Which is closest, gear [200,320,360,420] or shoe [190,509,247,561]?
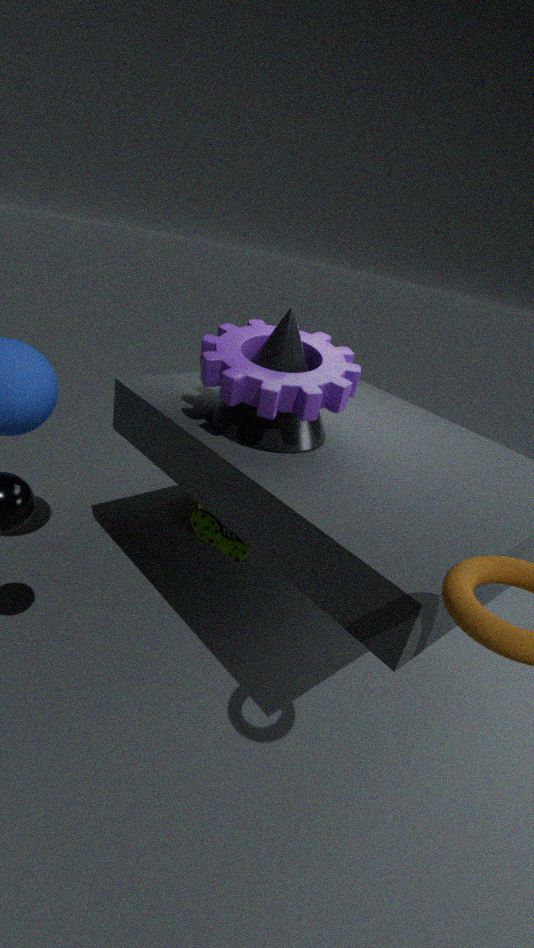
gear [200,320,360,420]
